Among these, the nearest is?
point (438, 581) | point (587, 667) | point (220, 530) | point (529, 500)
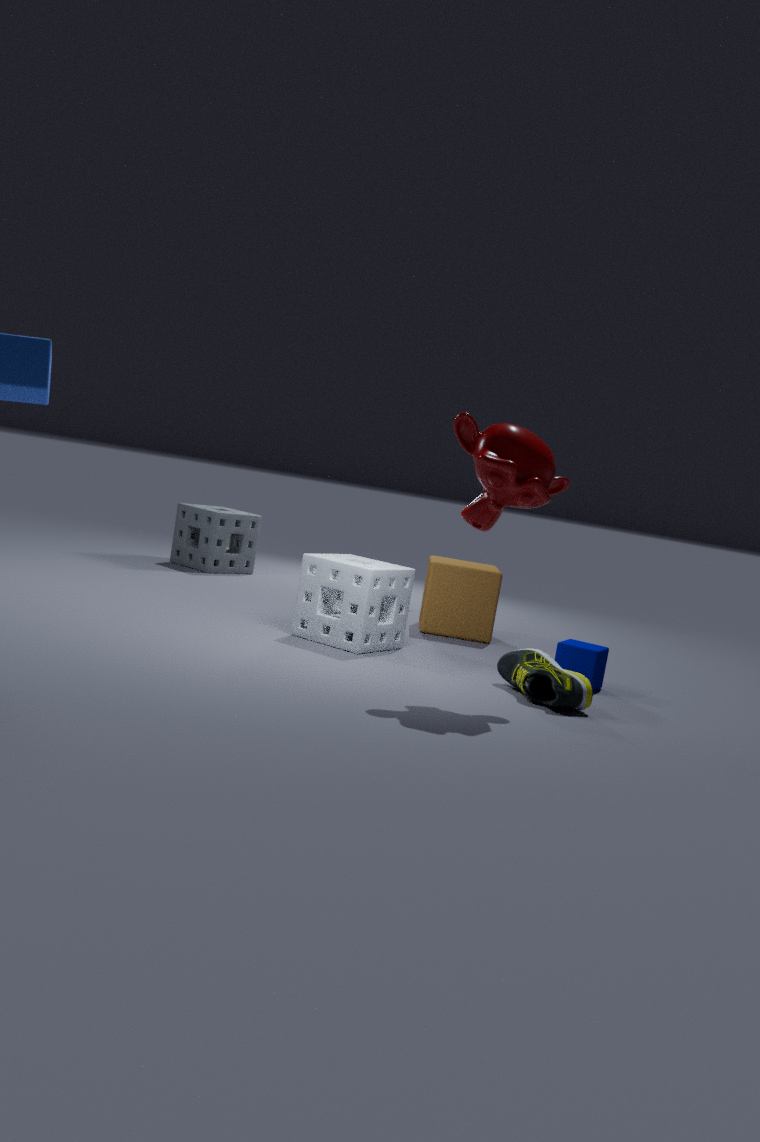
point (529, 500)
